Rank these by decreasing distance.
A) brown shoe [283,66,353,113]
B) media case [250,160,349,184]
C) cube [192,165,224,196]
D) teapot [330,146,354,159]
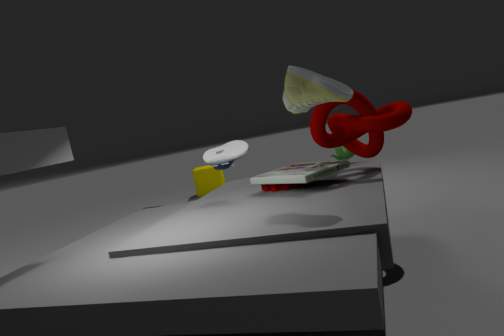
cube [192,165,224,196] < teapot [330,146,354,159] < media case [250,160,349,184] < brown shoe [283,66,353,113]
